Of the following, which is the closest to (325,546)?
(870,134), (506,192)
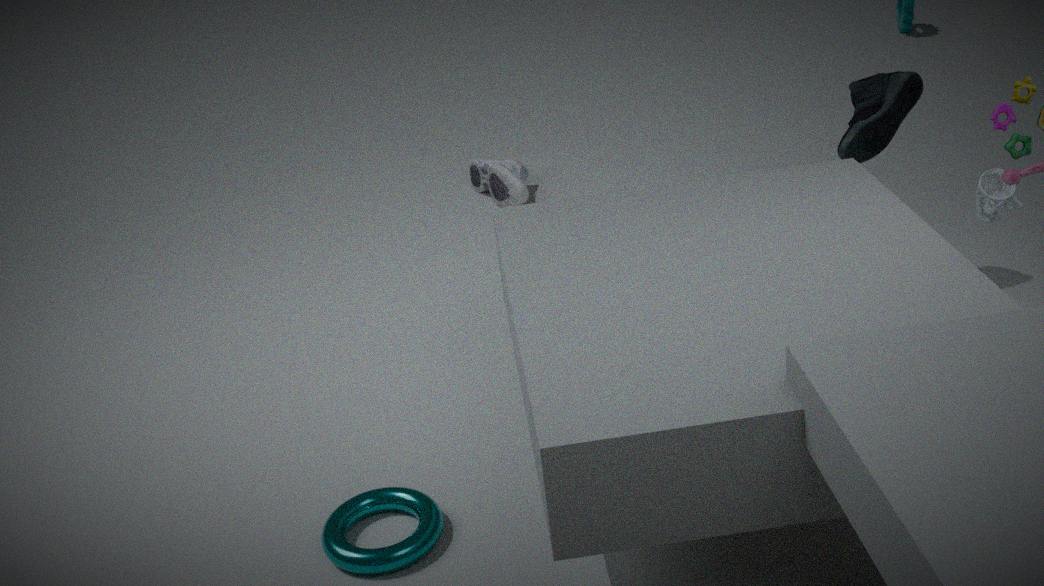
(870,134)
